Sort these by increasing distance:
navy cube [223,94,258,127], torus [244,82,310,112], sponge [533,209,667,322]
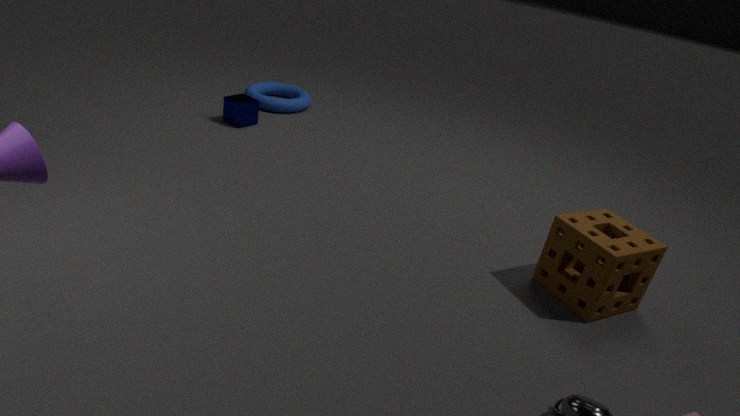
sponge [533,209,667,322]
navy cube [223,94,258,127]
torus [244,82,310,112]
